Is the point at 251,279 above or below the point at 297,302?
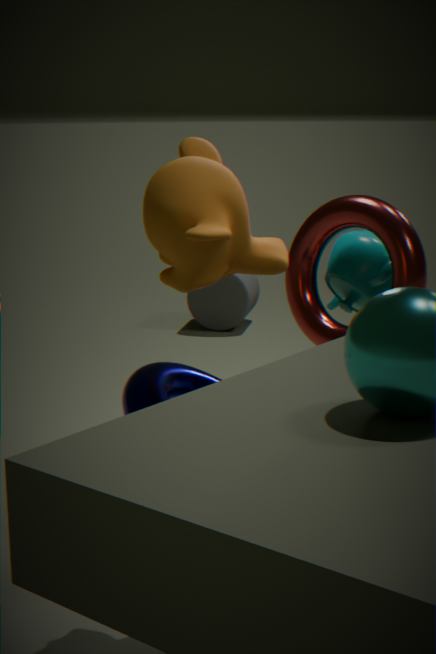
below
